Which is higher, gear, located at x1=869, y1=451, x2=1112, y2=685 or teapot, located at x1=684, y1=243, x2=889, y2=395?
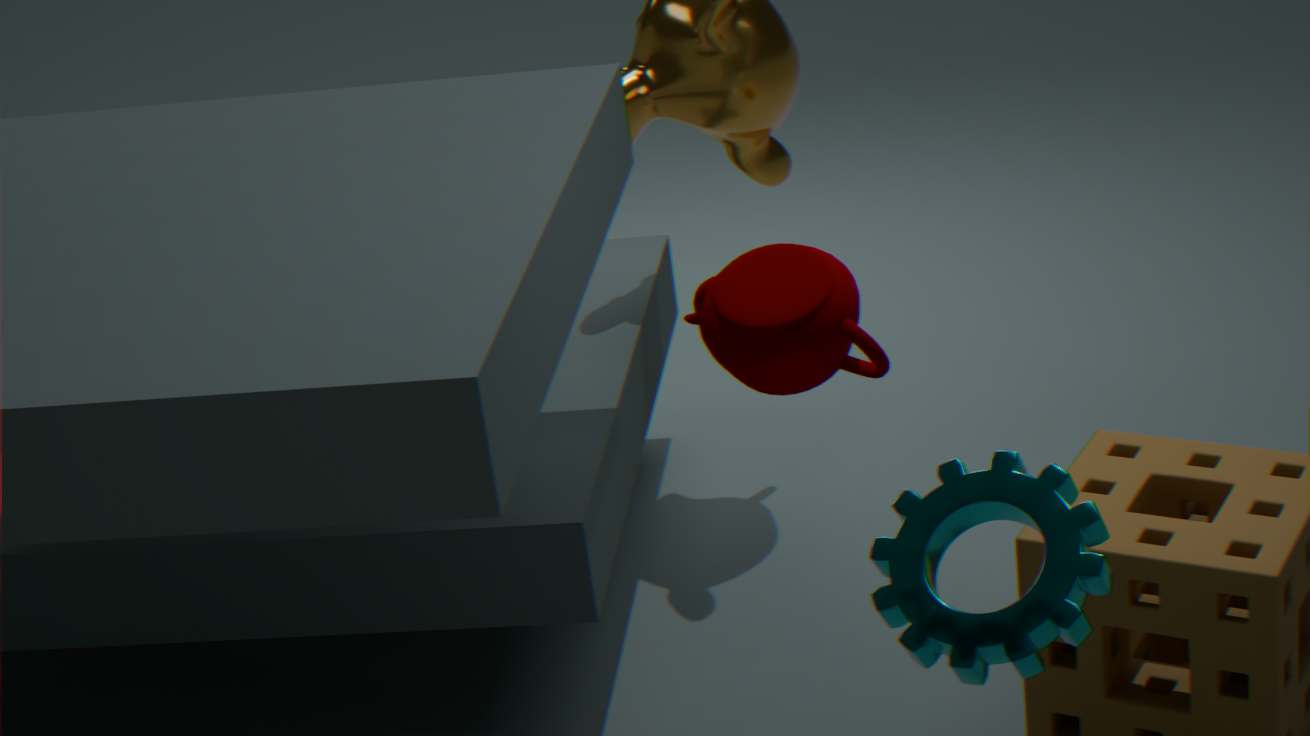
teapot, located at x1=684, y1=243, x2=889, y2=395
